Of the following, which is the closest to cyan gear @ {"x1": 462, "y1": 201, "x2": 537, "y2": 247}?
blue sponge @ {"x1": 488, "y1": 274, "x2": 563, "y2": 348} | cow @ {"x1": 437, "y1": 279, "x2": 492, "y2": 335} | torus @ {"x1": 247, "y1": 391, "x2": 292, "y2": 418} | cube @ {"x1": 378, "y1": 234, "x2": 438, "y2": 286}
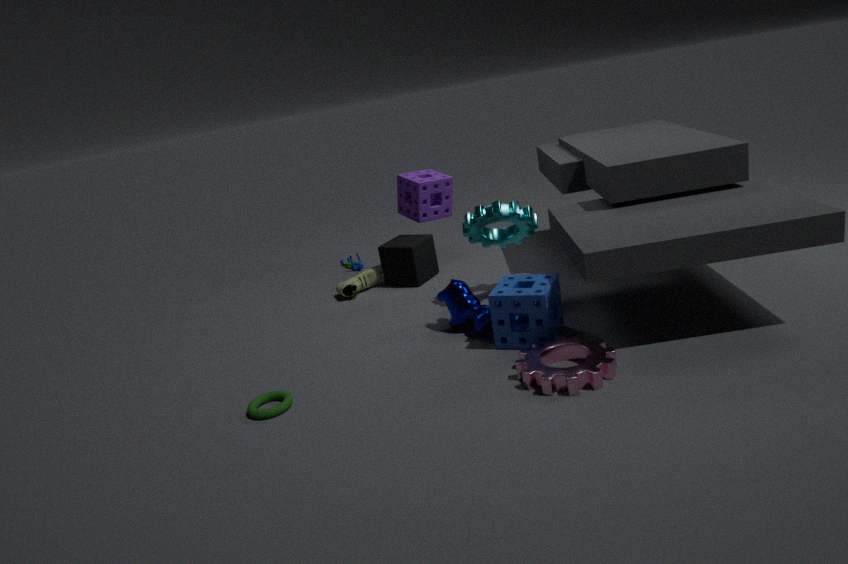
cow @ {"x1": 437, "y1": 279, "x2": 492, "y2": 335}
